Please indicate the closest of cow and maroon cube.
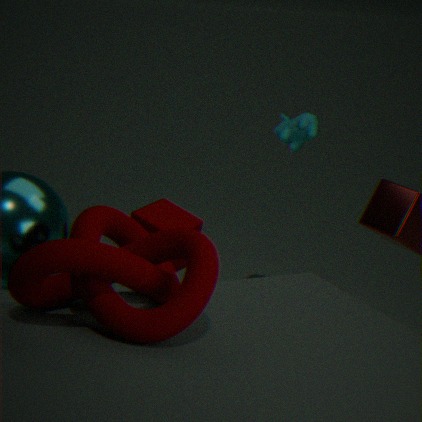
maroon cube
